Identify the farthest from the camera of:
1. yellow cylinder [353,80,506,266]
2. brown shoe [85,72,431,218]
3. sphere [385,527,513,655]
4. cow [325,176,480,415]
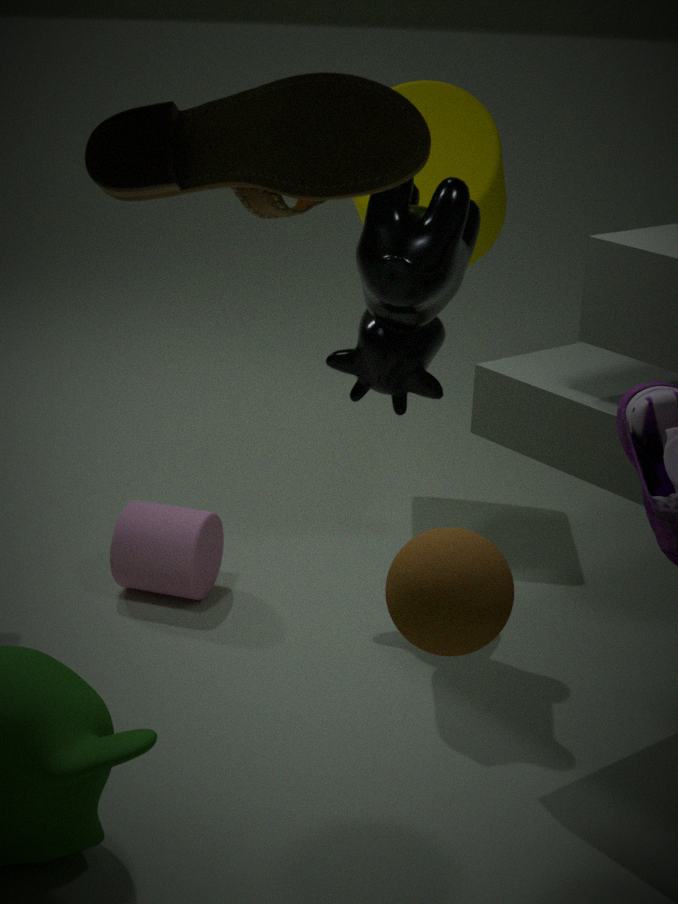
yellow cylinder [353,80,506,266]
